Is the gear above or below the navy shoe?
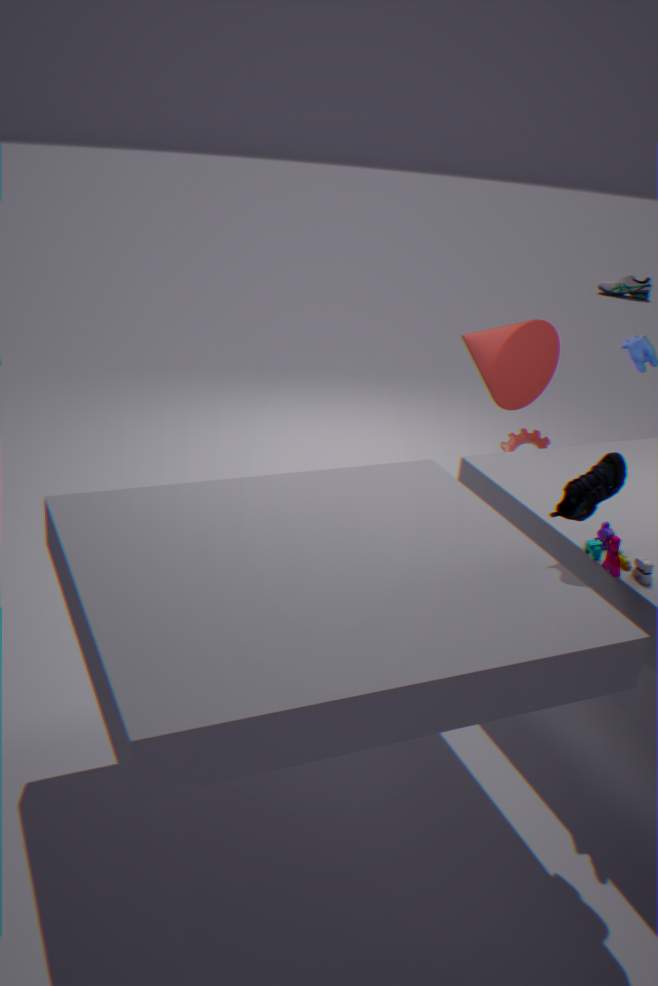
below
